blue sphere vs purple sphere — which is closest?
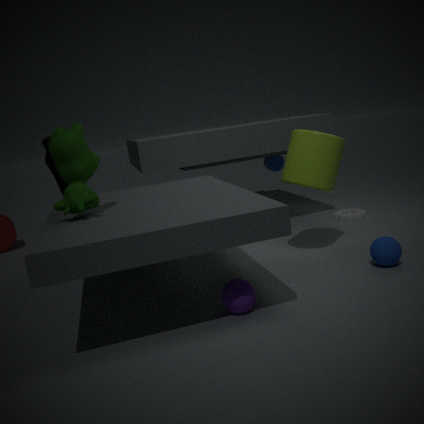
purple sphere
